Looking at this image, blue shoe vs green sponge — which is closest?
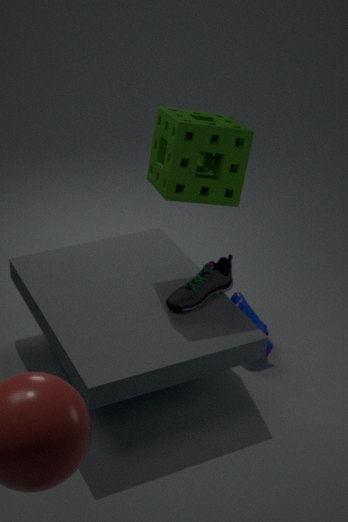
green sponge
